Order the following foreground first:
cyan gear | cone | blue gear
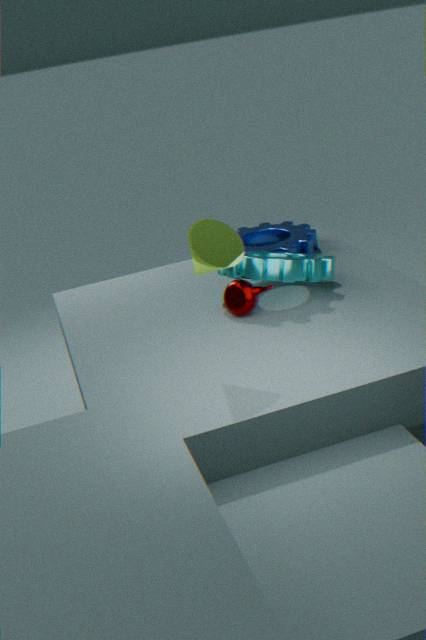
cone → cyan gear → blue gear
